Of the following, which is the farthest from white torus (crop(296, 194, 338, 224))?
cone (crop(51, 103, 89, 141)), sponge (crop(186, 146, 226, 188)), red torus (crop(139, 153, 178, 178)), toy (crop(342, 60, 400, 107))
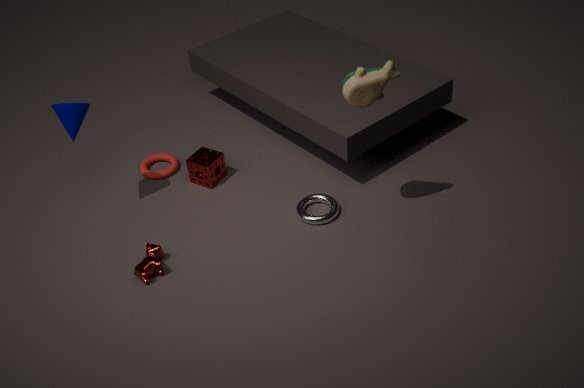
cone (crop(51, 103, 89, 141))
